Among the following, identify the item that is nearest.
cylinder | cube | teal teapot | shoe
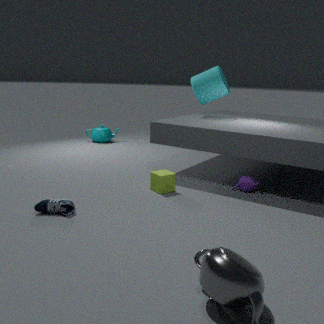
shoe
